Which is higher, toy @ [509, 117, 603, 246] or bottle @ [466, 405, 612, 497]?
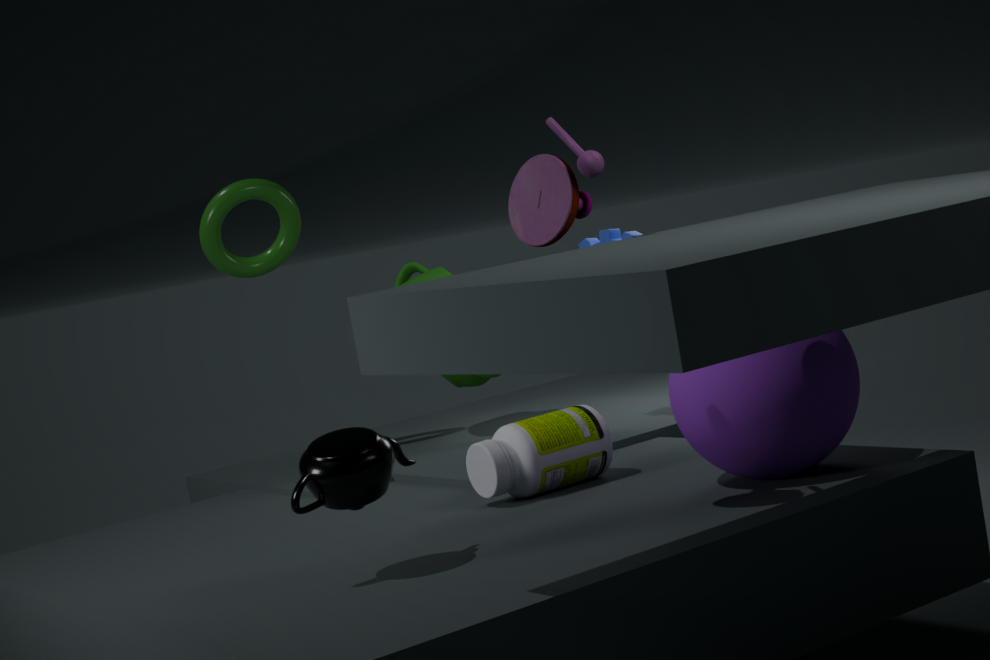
toy @ [509, 117, 603, 246]
